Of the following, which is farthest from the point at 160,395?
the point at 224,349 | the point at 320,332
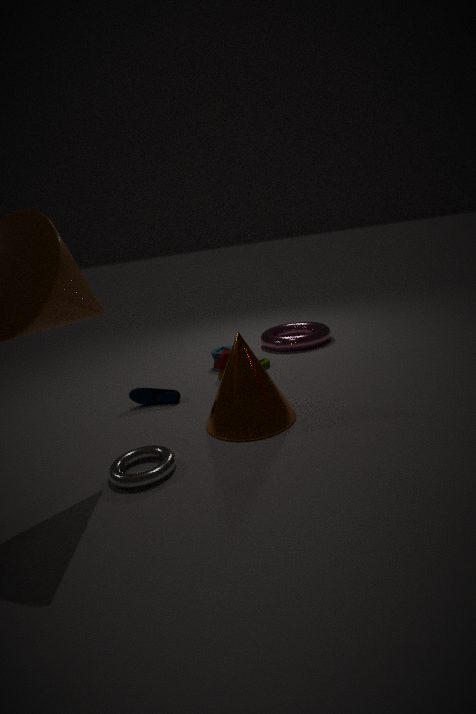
the point at 320,332
